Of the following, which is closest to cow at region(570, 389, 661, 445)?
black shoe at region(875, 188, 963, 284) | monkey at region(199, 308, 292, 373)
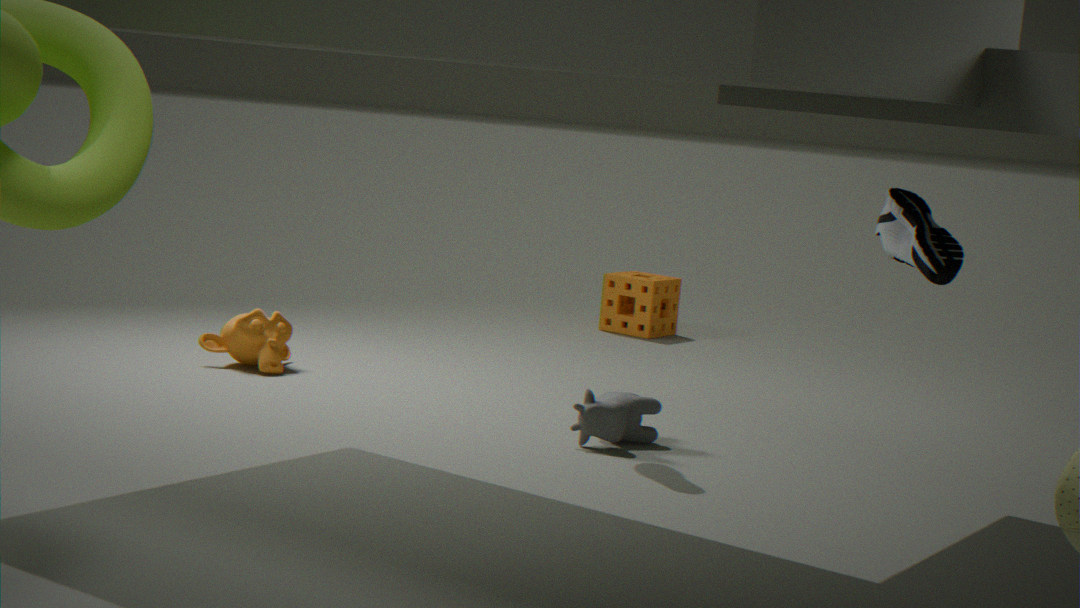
→ black shoe at region(875, 188, 963, 284)
